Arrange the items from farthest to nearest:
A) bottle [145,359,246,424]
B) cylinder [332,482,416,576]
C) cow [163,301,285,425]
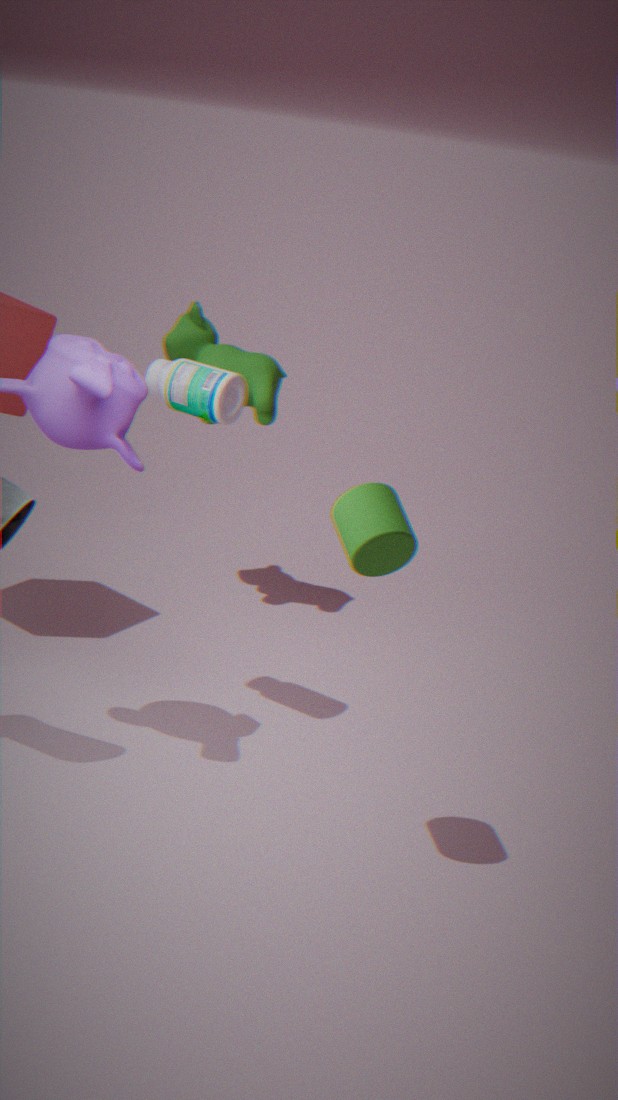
cow [163,301,285,425] → bottle [145,359,246,424] → cylinder [332,482,416,576]
